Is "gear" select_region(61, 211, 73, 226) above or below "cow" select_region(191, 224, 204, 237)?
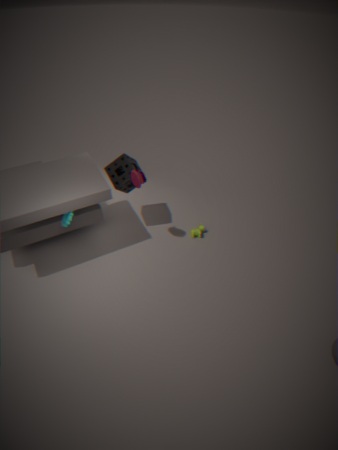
above
